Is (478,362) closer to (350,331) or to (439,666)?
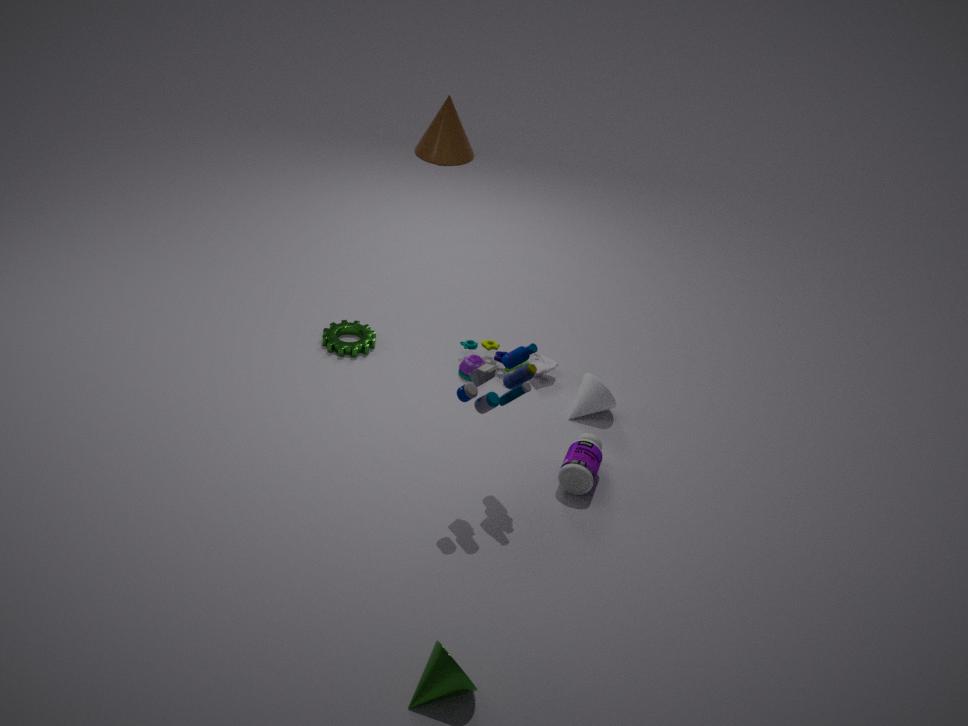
(350,331)
